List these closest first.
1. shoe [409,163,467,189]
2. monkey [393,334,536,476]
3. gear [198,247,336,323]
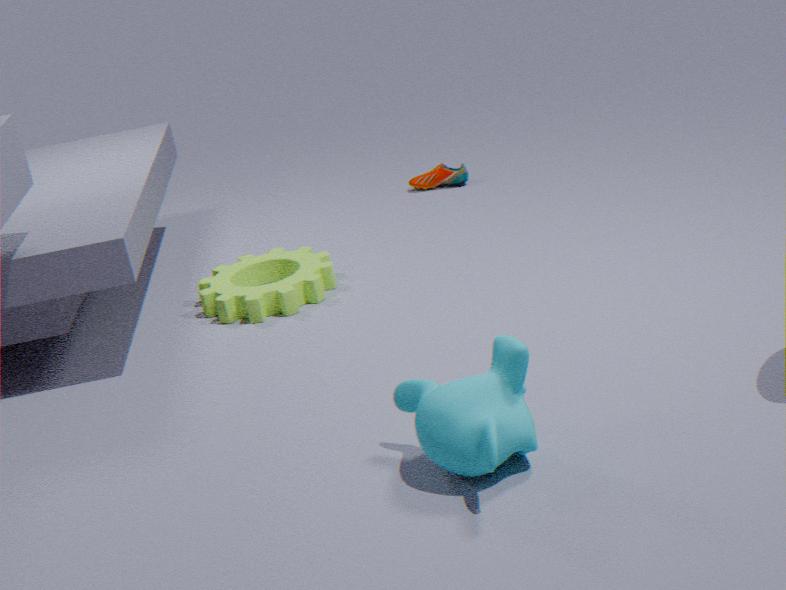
monkey [393,334,536,476] → gear [198,247,336,323] → shoe [409,163,467,189]
